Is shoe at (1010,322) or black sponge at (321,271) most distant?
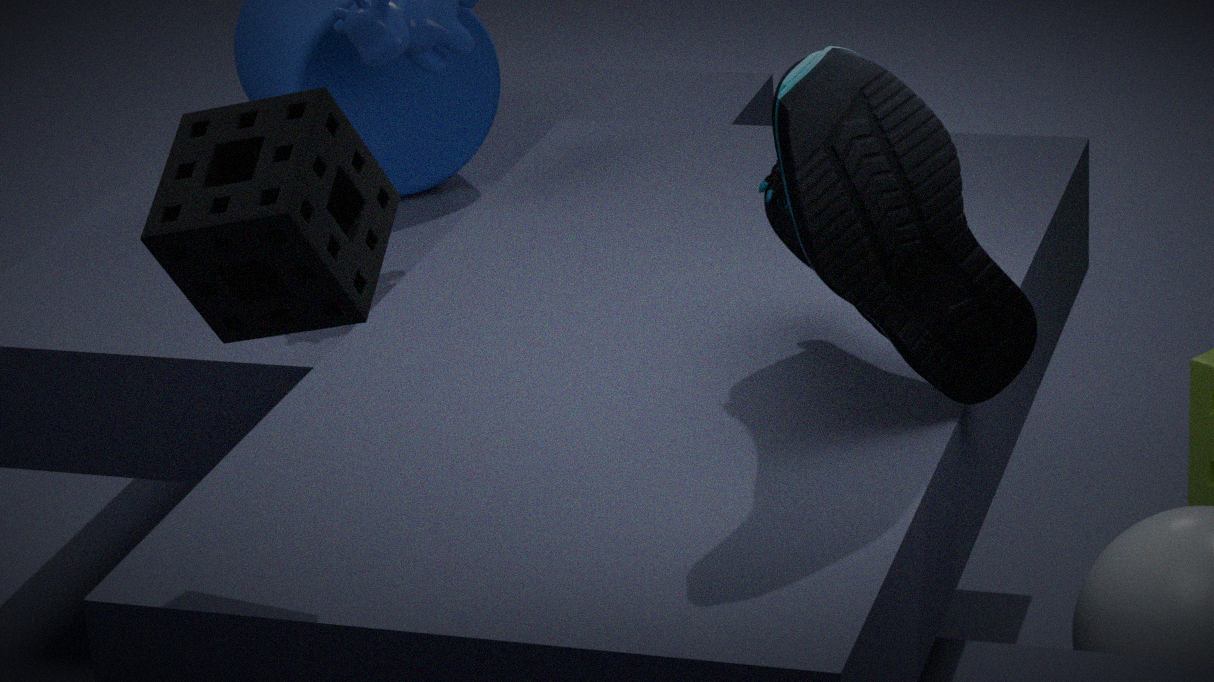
shoe at (1010,322)
